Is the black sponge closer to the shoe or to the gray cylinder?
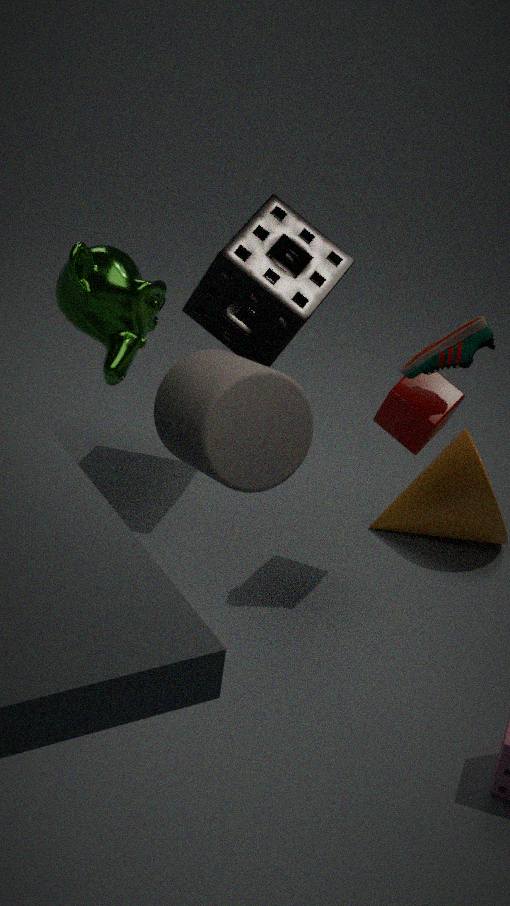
the gray cylinder
